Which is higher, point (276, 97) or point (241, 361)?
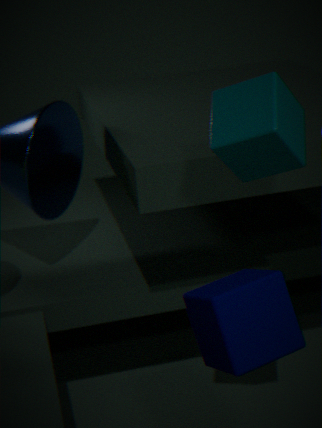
point (276, 97)
